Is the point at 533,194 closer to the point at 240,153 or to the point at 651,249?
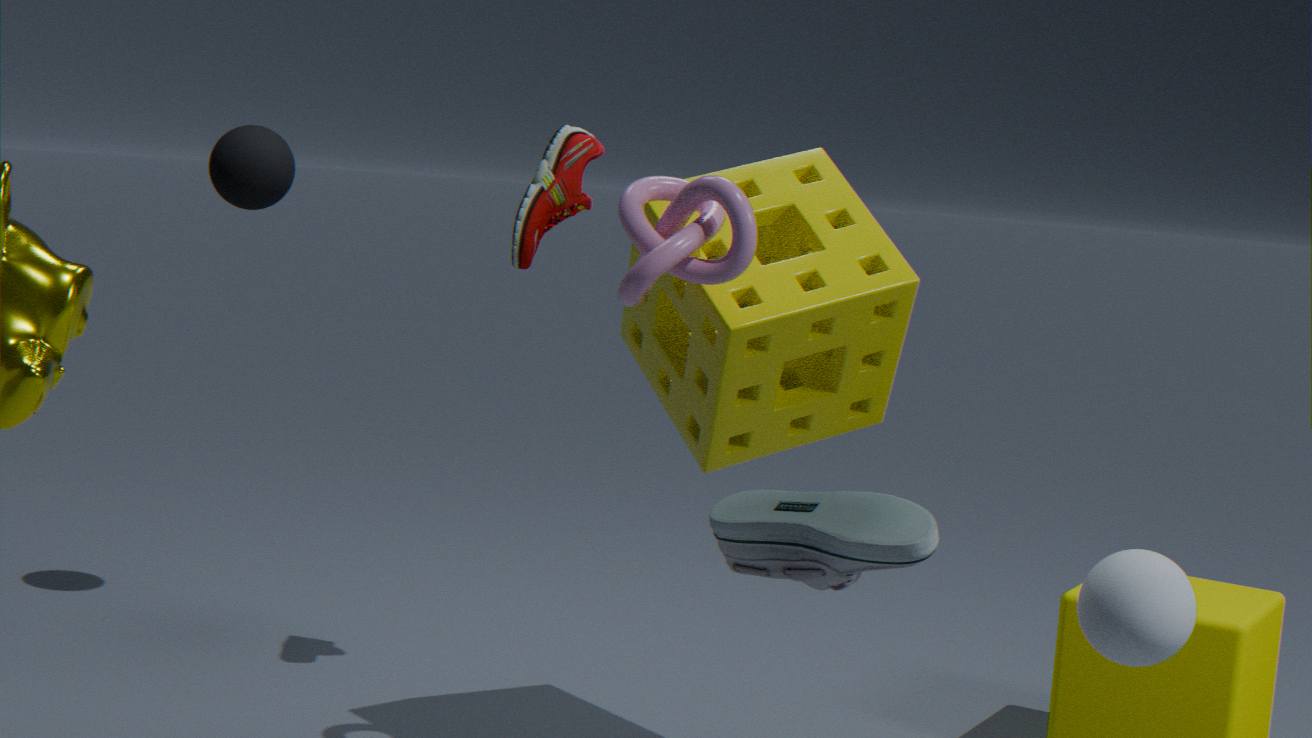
the point at 651,249
